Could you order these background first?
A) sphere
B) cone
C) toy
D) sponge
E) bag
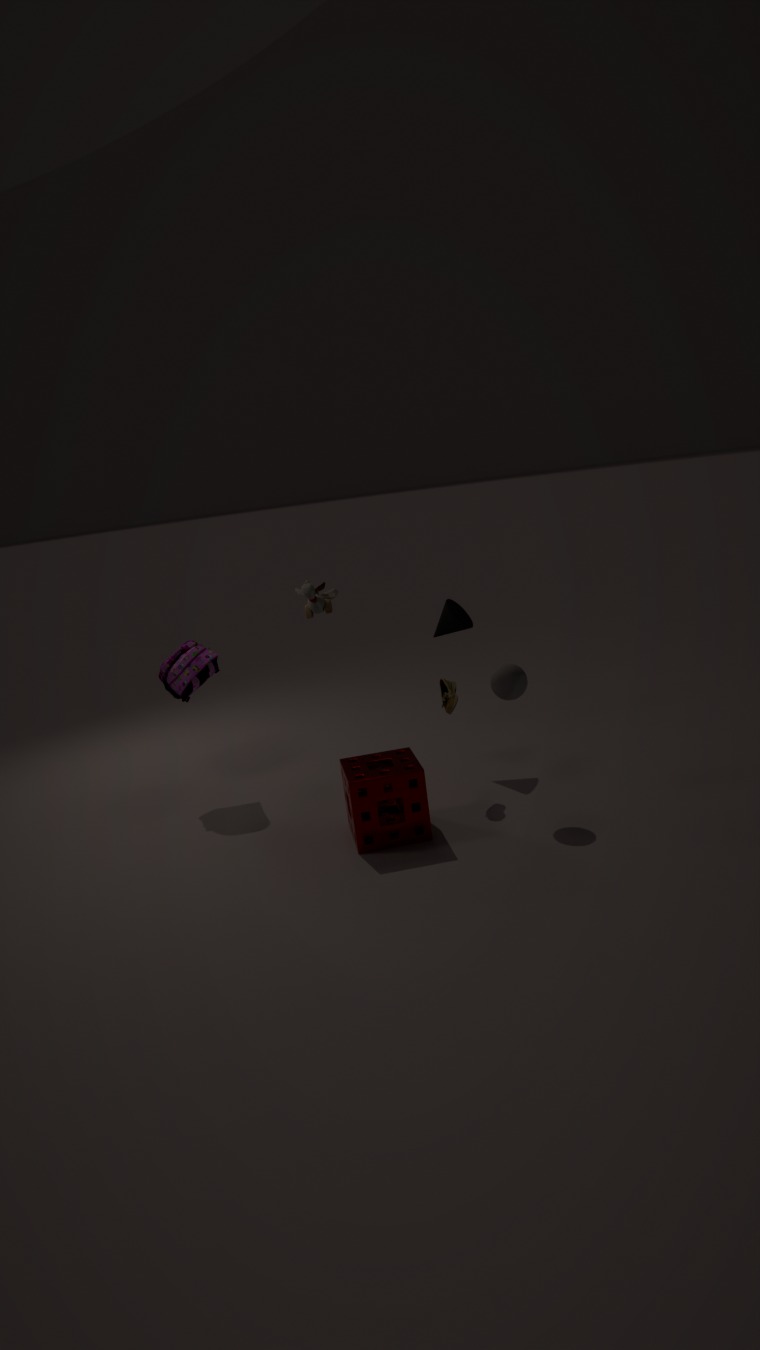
cone, bag, toy, sphere, sponge
